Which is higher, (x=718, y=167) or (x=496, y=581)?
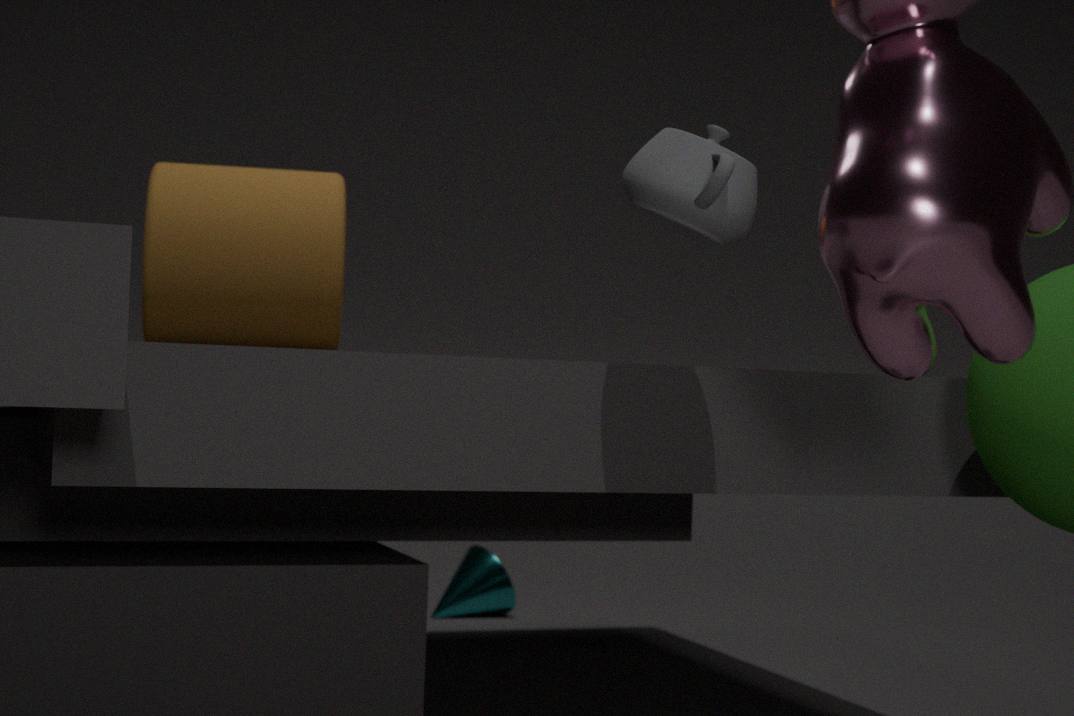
(x=718, y=167)
